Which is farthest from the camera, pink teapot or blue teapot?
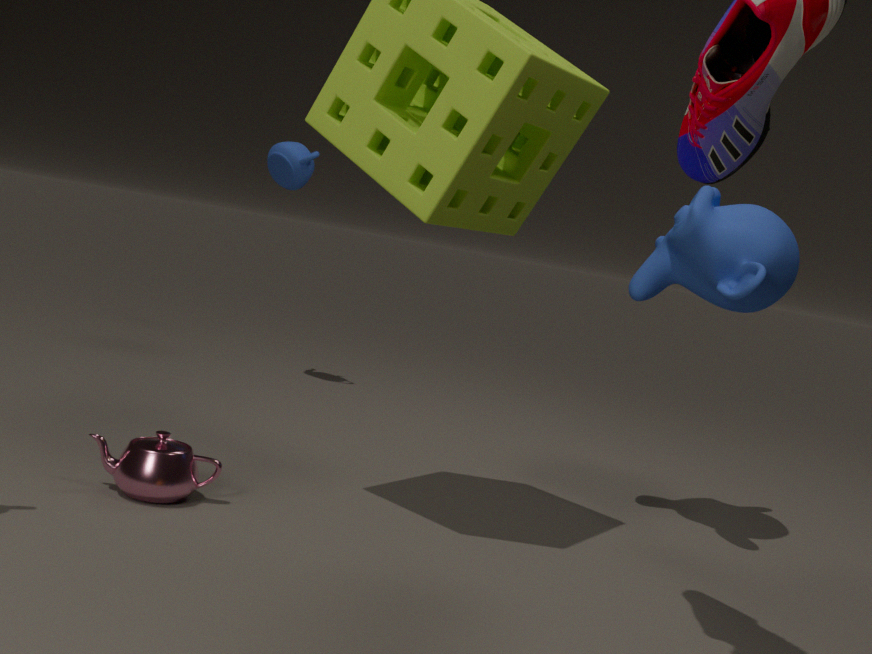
blue teapot
